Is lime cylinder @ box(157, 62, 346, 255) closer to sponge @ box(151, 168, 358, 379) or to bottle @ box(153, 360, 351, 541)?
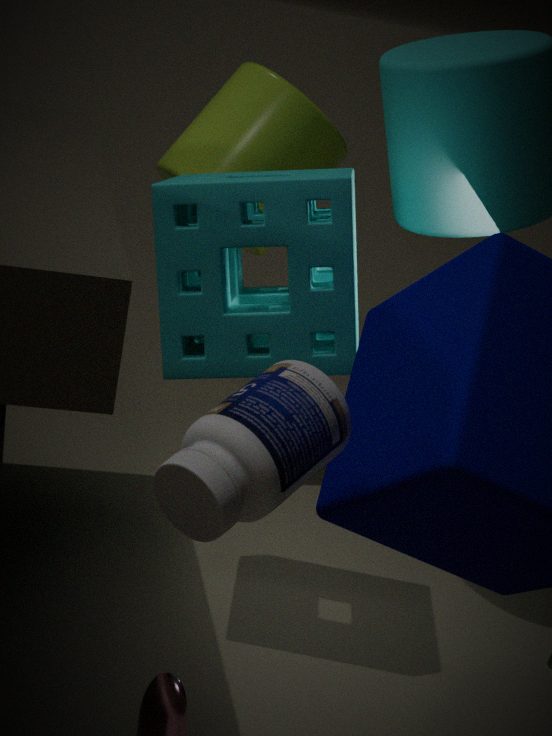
sponge @ box(151, 168, 358, 379)
